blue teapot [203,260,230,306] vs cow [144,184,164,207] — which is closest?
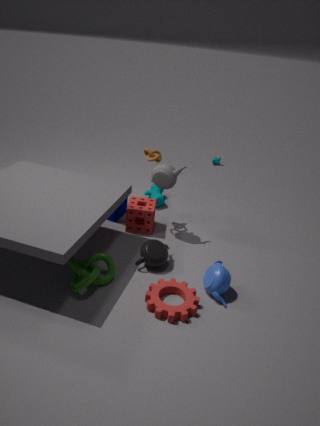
blue teapot [203,260,230,306]
